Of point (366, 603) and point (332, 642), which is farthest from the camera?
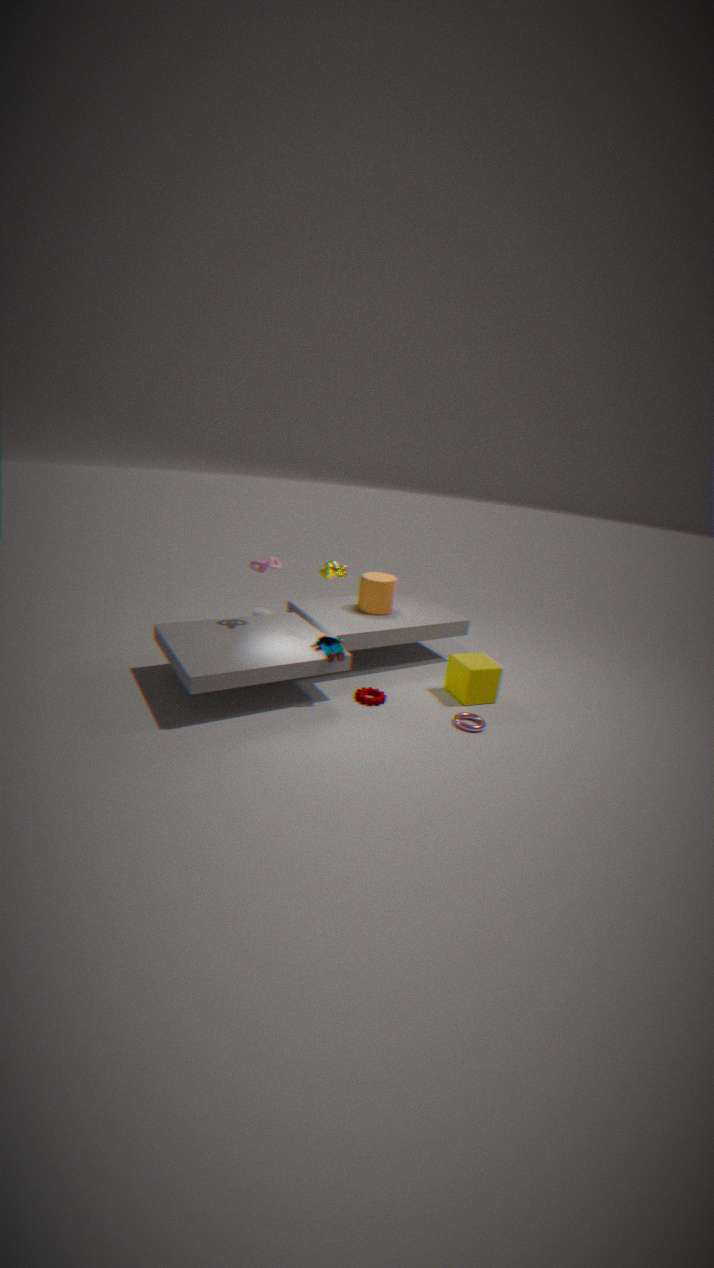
point (366, 603)
